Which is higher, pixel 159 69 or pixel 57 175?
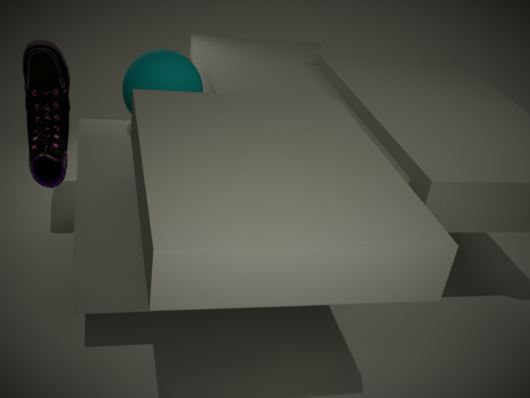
pixel 159 69
